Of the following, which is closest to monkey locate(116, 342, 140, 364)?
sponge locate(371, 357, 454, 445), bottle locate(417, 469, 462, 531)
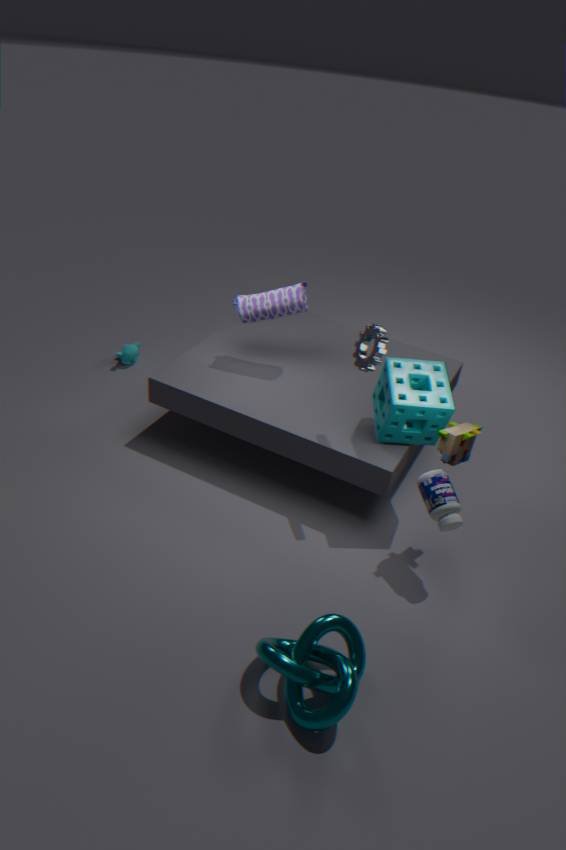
sponge locate(371, 357, 454, 445)
